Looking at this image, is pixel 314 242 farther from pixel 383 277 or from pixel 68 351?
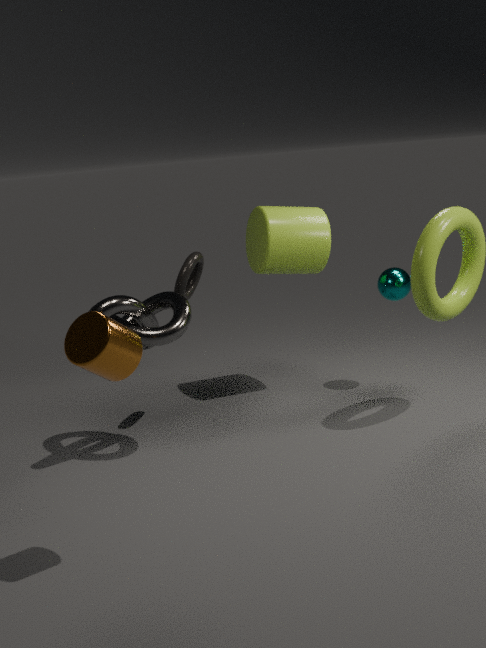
pixel 68 351
